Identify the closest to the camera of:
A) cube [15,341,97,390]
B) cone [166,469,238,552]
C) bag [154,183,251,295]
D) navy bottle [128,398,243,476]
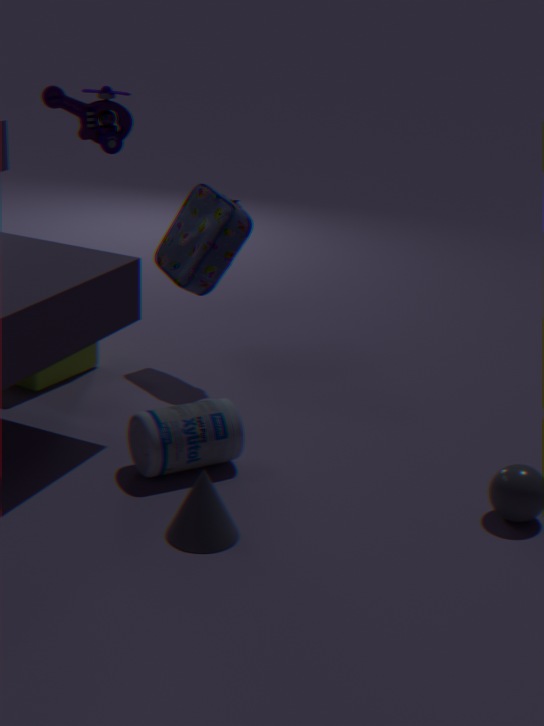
cone [166,469,238,552]
